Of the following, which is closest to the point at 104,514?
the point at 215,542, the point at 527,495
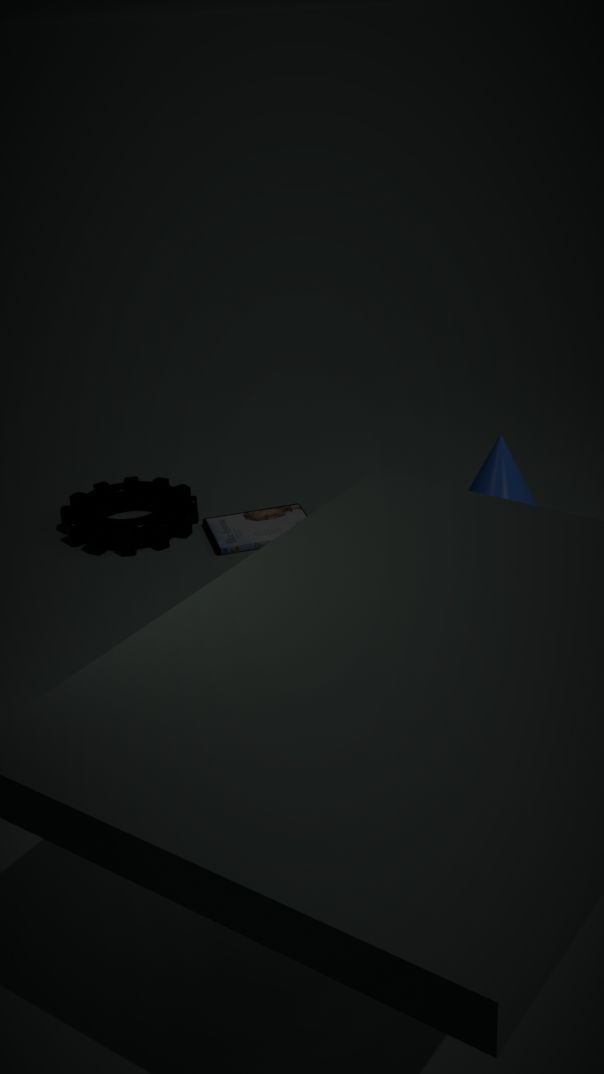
the point at 215,542
